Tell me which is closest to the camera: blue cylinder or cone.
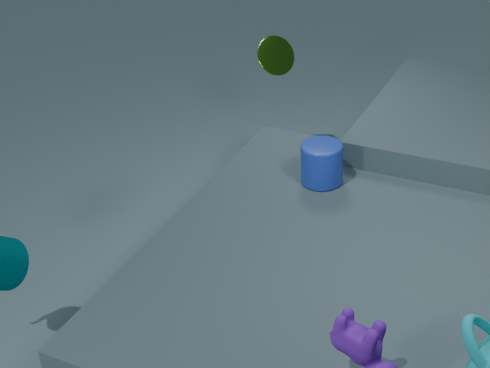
blue cylinder
